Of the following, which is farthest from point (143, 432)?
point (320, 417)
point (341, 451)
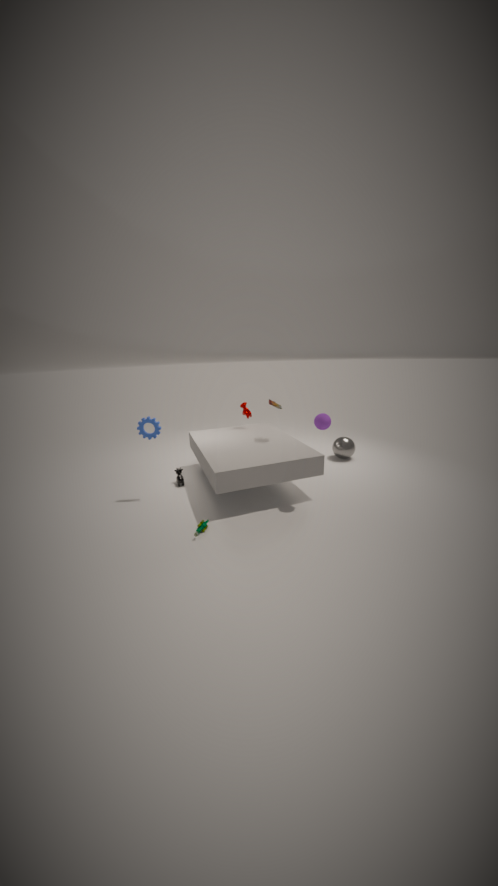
point (341, 451)
